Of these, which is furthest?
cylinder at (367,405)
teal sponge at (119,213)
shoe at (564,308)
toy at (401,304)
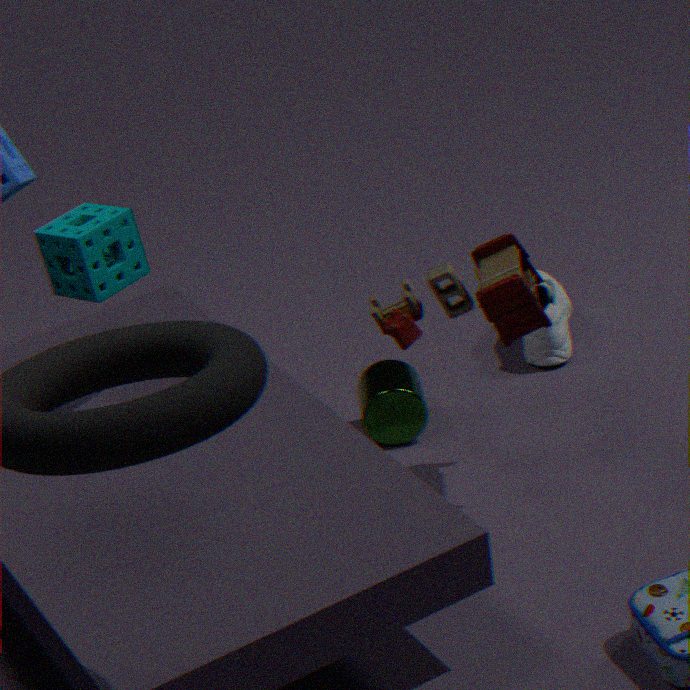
shoe at (564,308)
